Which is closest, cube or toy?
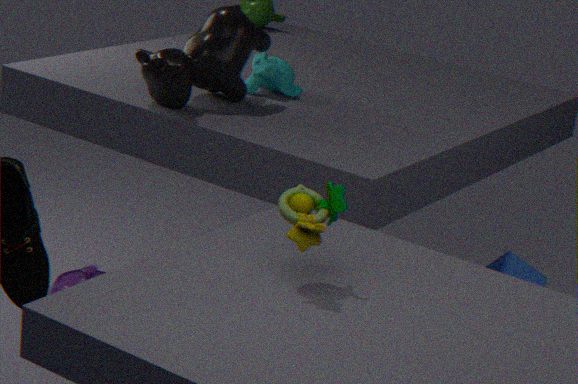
toy
